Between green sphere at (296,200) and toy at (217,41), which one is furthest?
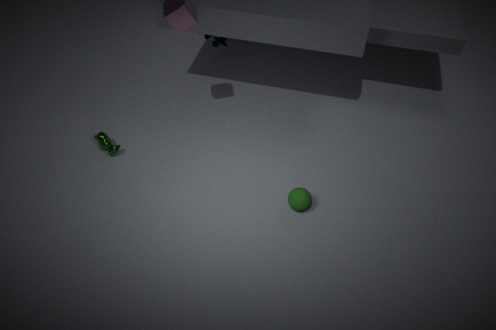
toy at (217,41)
